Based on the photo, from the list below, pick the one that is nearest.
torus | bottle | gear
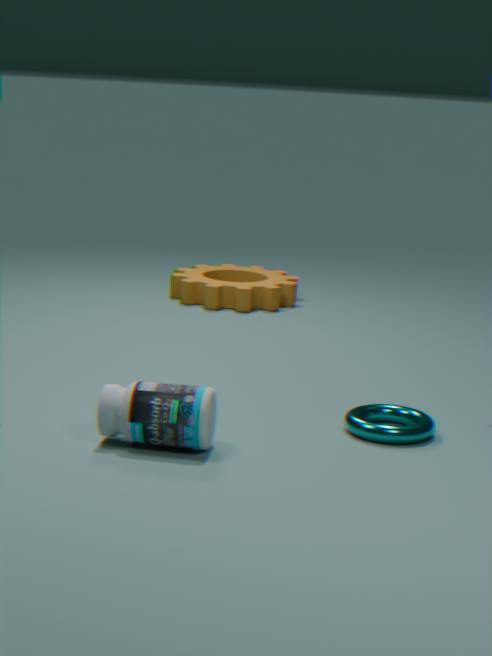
bottle
